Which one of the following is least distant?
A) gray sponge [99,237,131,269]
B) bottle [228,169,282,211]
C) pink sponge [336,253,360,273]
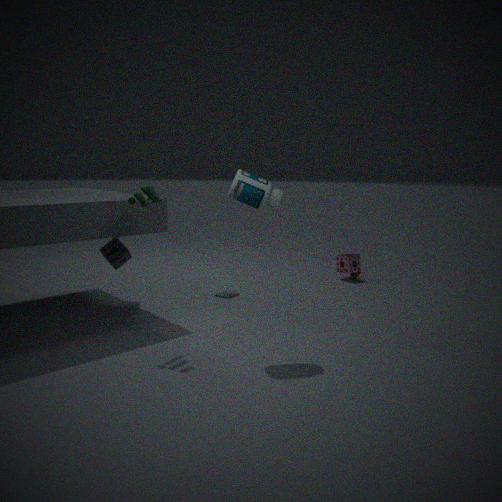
bottle [228,169,282,211]
